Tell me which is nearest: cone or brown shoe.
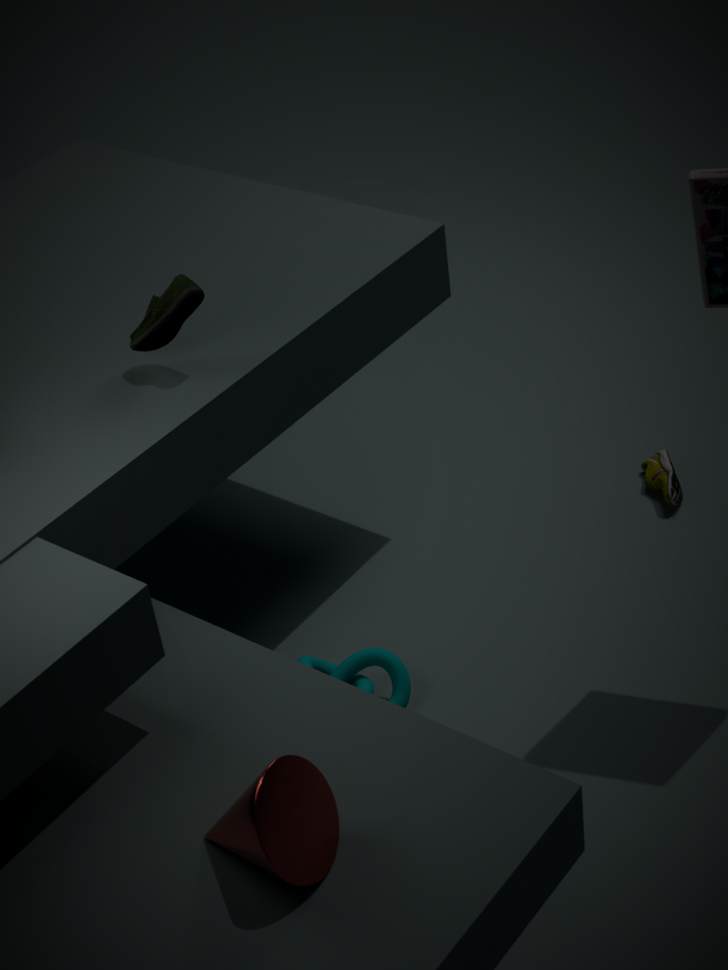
cone
